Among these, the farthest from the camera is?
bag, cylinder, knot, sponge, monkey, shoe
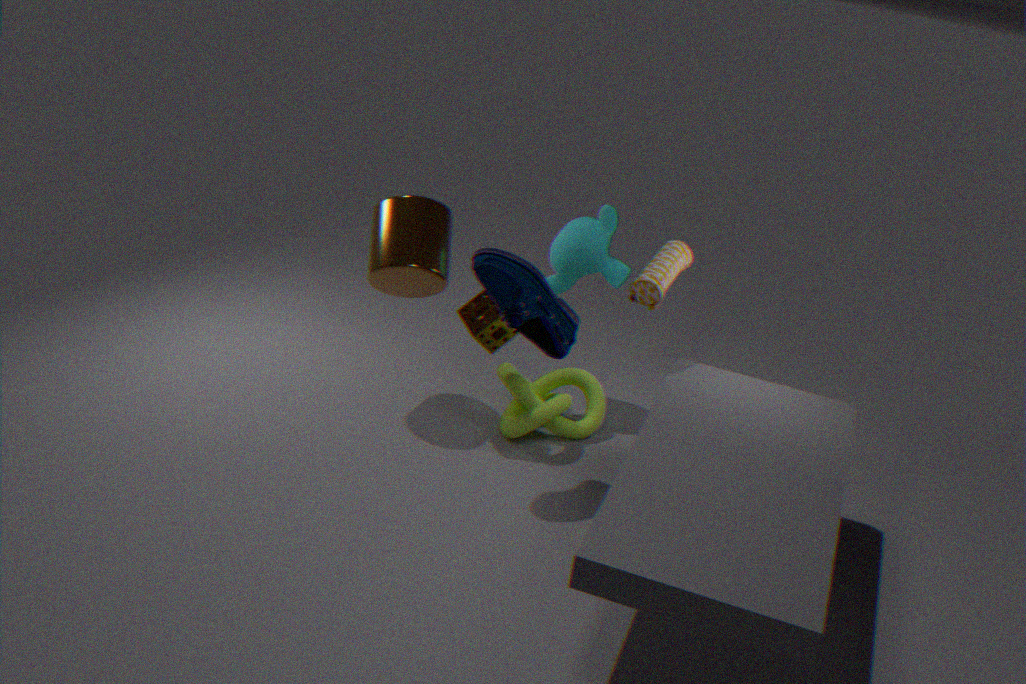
monkey
